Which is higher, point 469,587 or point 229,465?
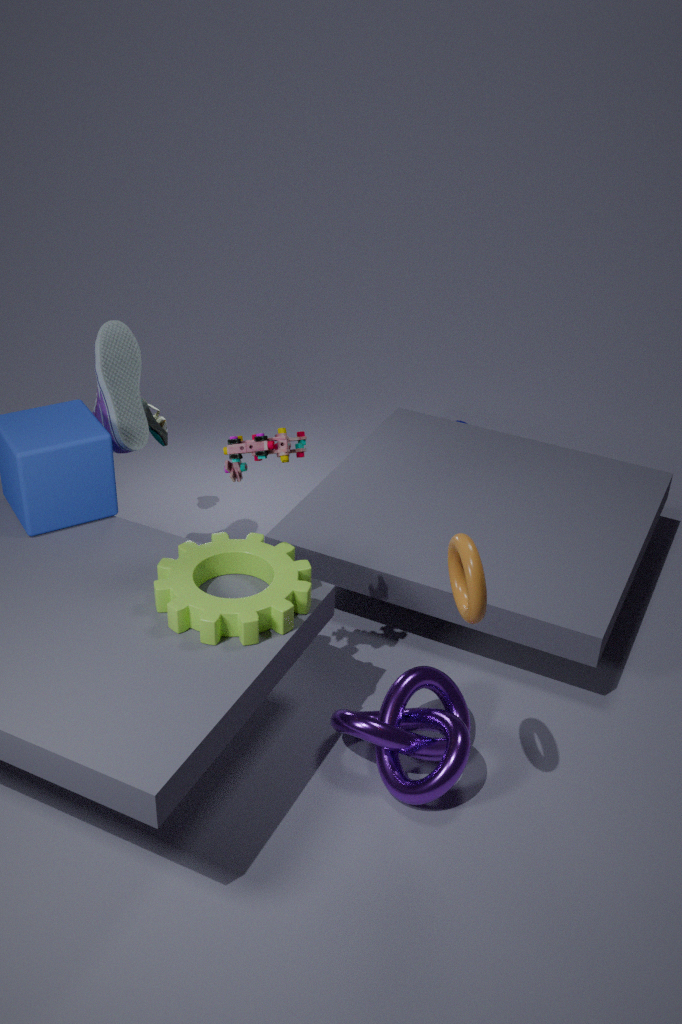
point 229,465
